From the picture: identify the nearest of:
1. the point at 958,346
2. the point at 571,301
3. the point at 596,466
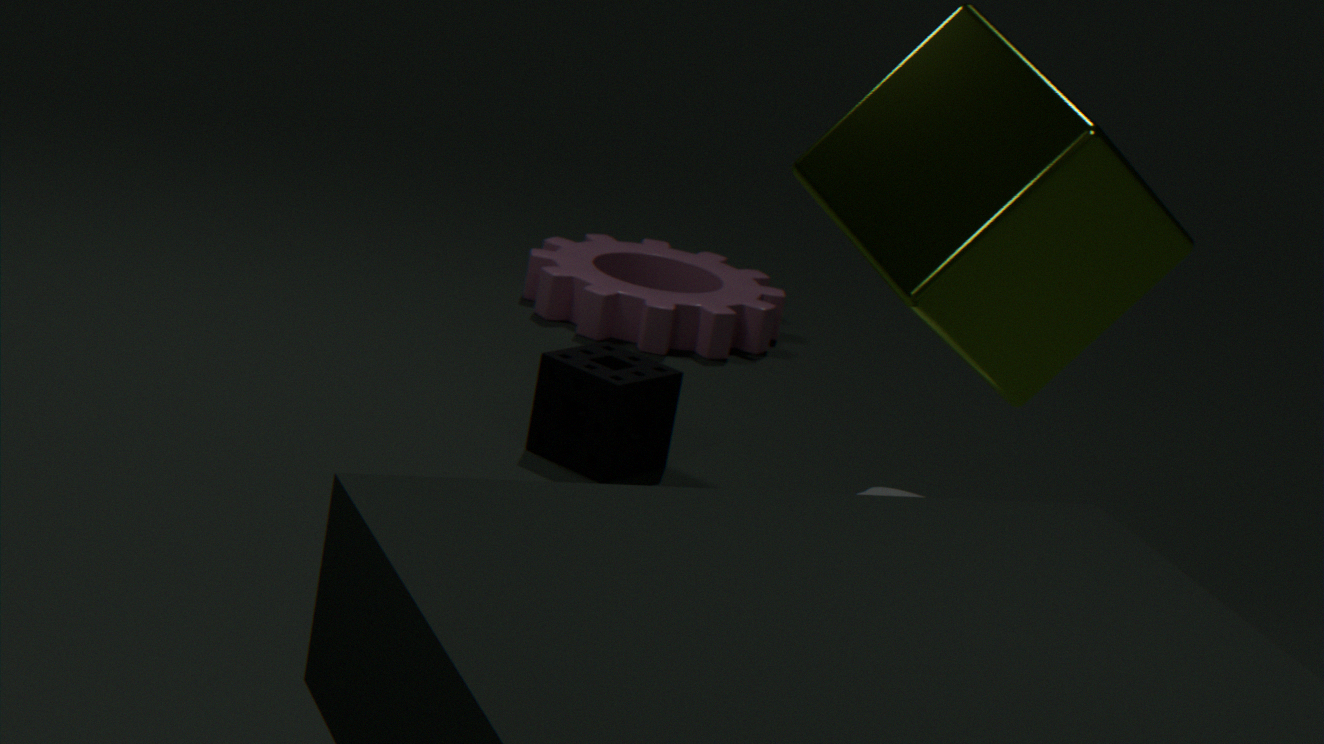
the point at 958,346
